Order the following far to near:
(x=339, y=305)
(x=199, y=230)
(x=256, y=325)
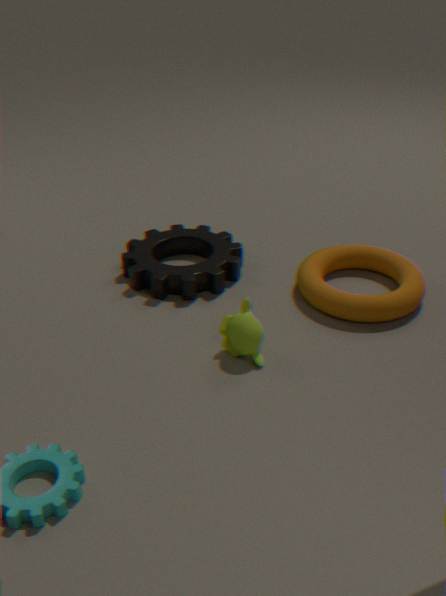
(x=199, y=230) → (x=339, y=305) → (x=256, y=325)
